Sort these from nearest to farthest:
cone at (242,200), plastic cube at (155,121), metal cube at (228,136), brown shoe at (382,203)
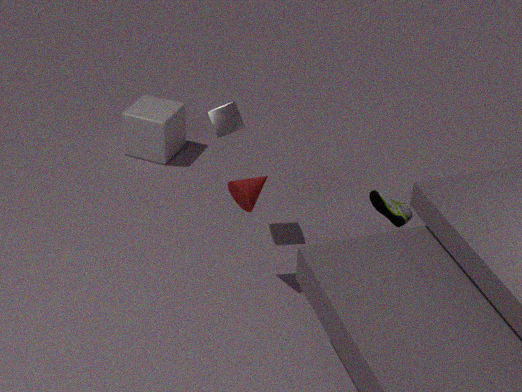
brown shoe at (382,203)
cone at (242,200)
metal cube at (228,136)
plastic cube at (155,121)
